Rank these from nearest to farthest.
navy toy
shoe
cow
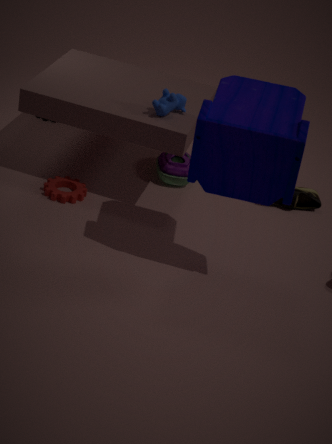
1. navy toy
2. cow
3. shoe
